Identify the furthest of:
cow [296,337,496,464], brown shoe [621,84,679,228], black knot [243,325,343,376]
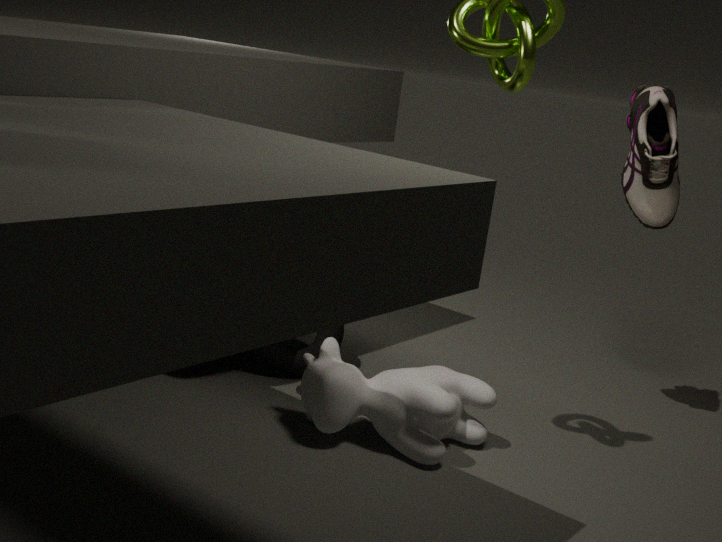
black knot [243,325,343,376]
